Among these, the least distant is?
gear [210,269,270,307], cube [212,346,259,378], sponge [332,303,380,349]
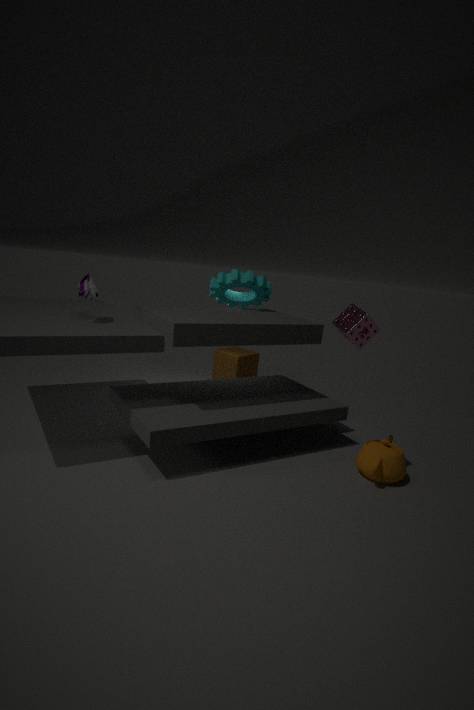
sponge [332,303,380,349]
